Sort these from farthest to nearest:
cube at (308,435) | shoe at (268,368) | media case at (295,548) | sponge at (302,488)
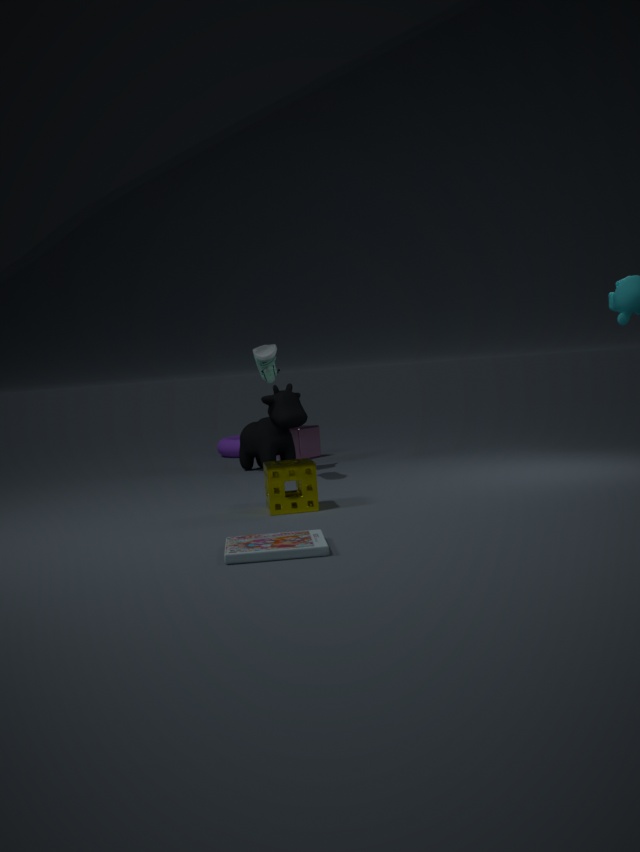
1. cube at (308,435)
2. shoe at (268,368)
3. sponge at (302,488)
4. media case at (295,548)
